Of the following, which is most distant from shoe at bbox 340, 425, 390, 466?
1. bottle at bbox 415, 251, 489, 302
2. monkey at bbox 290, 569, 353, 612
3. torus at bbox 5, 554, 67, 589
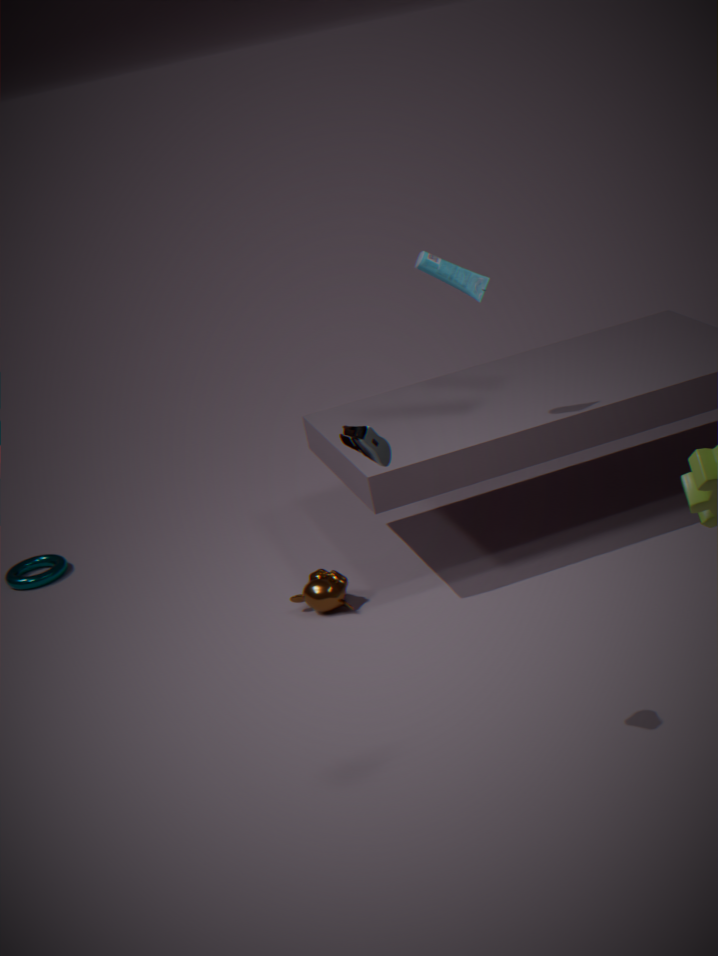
torus at bbox 5, 554, 67, 589
